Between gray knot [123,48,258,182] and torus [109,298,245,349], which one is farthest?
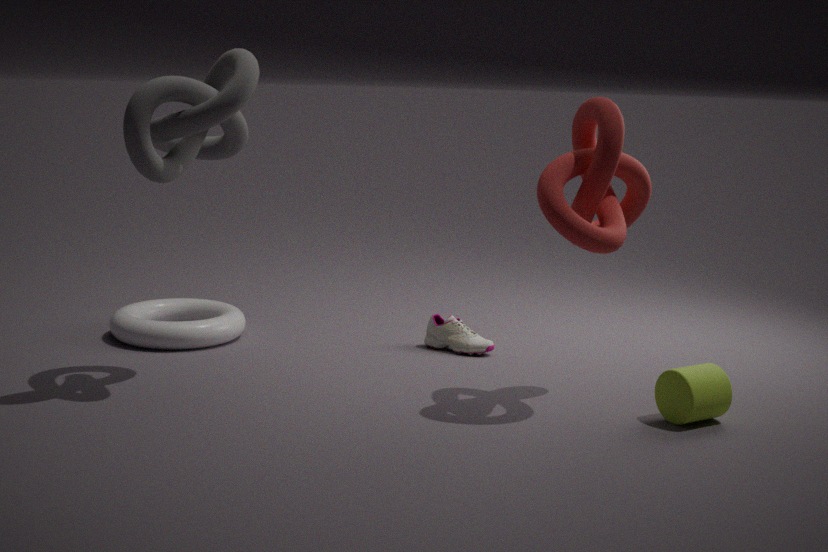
torus [109,298,245,349]
